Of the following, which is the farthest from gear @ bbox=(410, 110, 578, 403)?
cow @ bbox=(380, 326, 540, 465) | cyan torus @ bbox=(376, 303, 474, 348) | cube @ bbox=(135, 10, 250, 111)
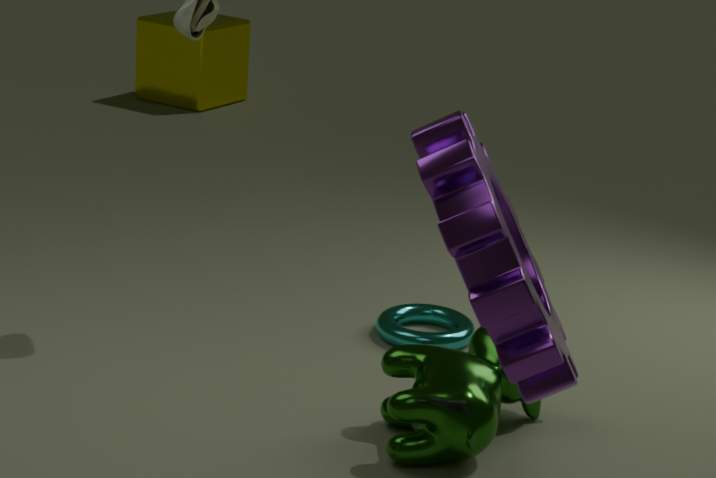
cube @ bbox=(135, 10, 250, 111)
